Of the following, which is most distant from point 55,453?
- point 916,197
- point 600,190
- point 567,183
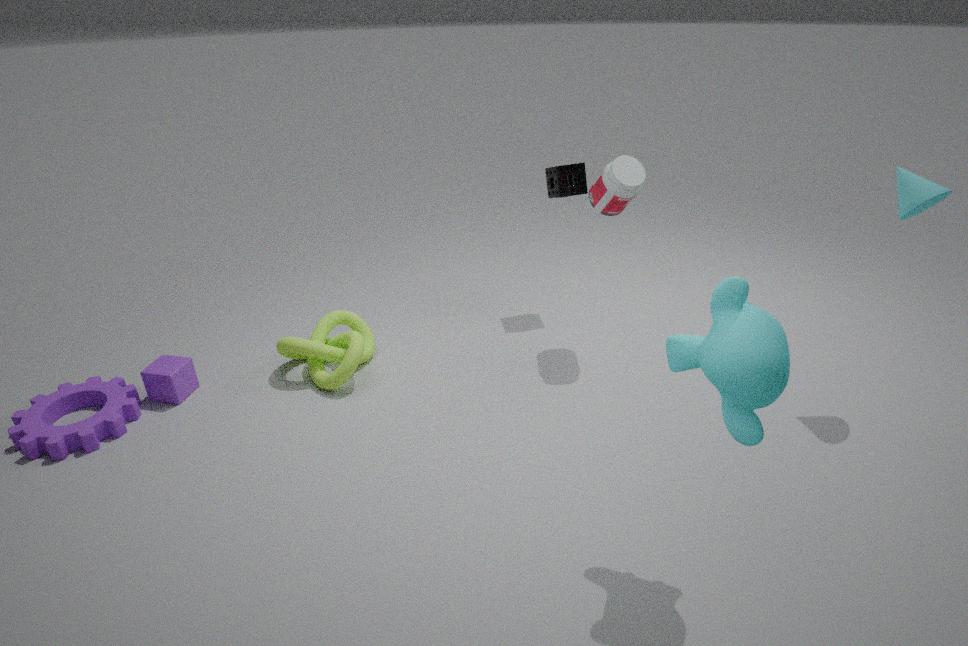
point 916,197
